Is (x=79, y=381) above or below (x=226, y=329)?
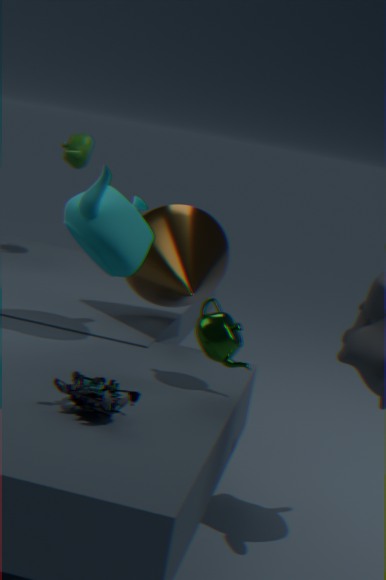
below
